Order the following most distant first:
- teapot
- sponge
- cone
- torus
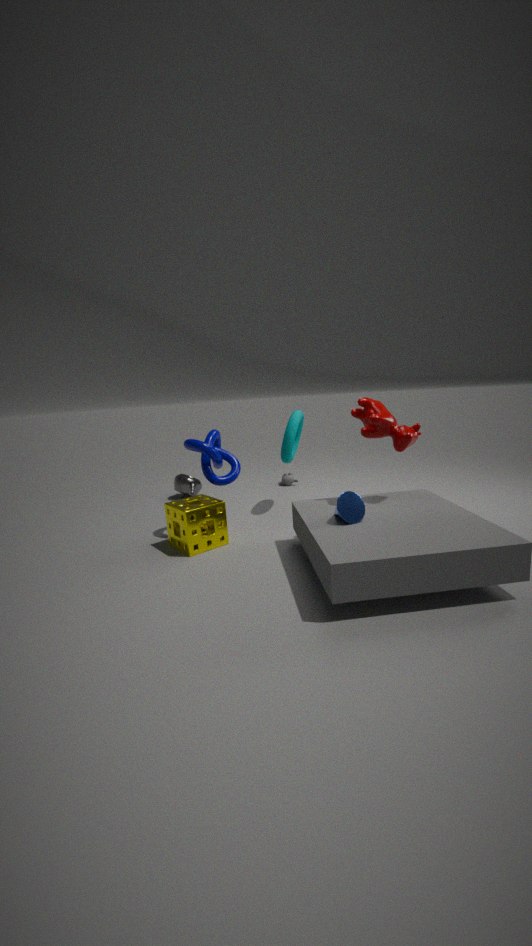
1. teapot
2. torus
3. sponge
4. cone
